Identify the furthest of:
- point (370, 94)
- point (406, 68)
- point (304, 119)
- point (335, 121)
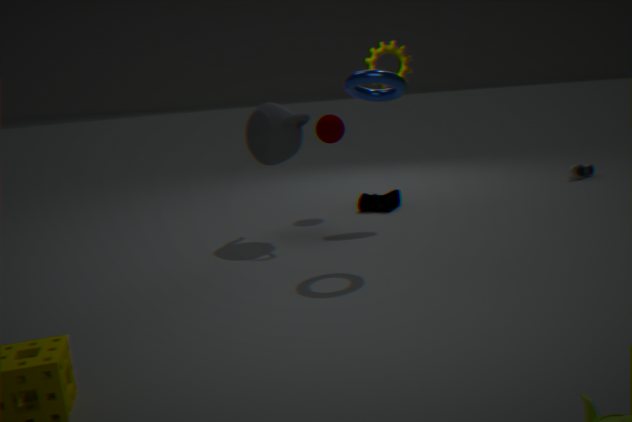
point (335, 121)
